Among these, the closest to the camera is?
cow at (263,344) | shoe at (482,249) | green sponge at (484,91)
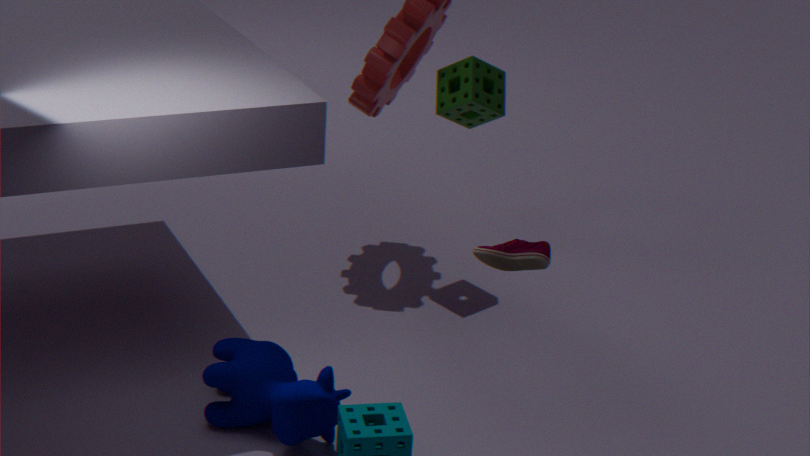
shoe at (482,249)
